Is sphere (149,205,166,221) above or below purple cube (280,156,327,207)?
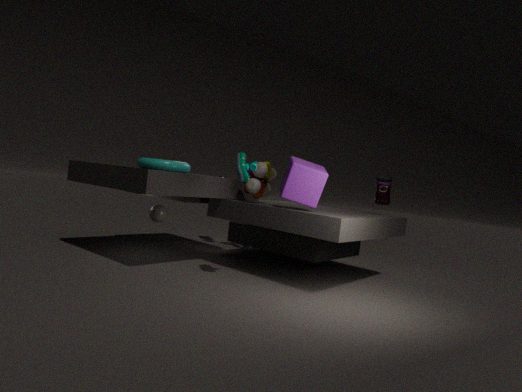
below
